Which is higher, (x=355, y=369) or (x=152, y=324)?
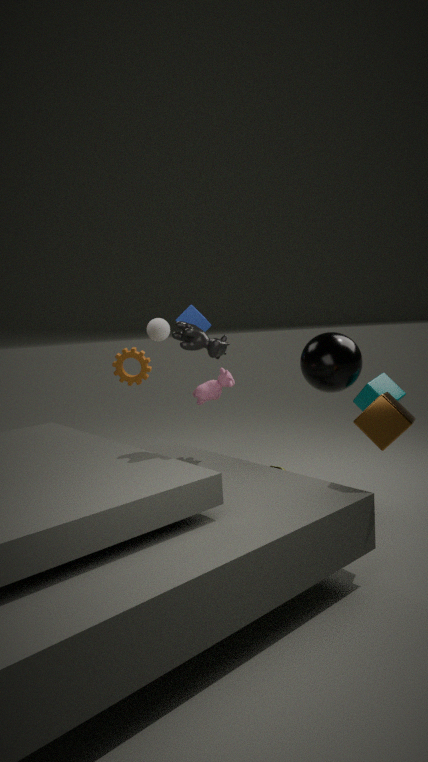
(x=152, y=324)
